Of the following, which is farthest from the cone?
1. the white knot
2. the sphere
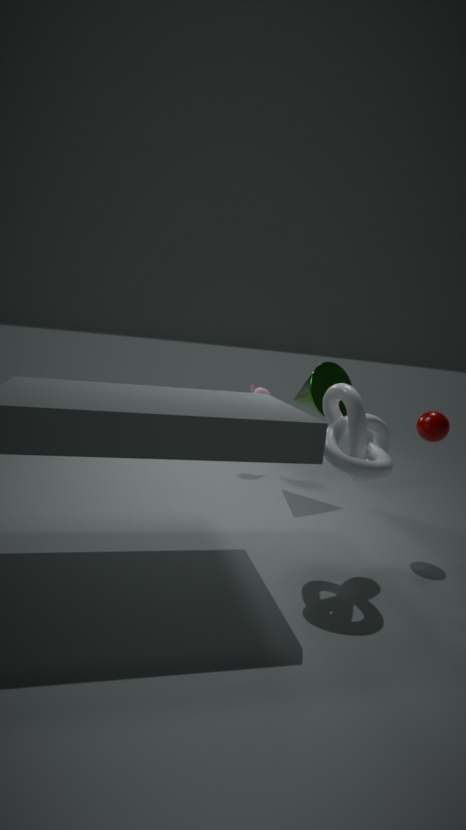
the white knot
